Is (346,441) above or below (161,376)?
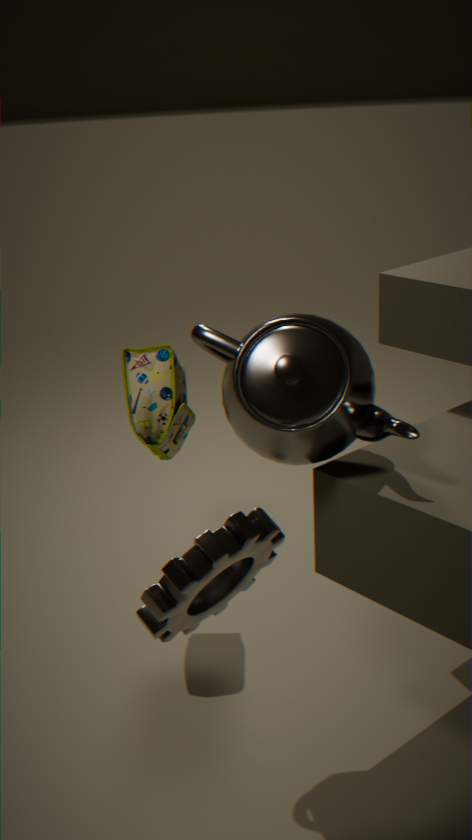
above
